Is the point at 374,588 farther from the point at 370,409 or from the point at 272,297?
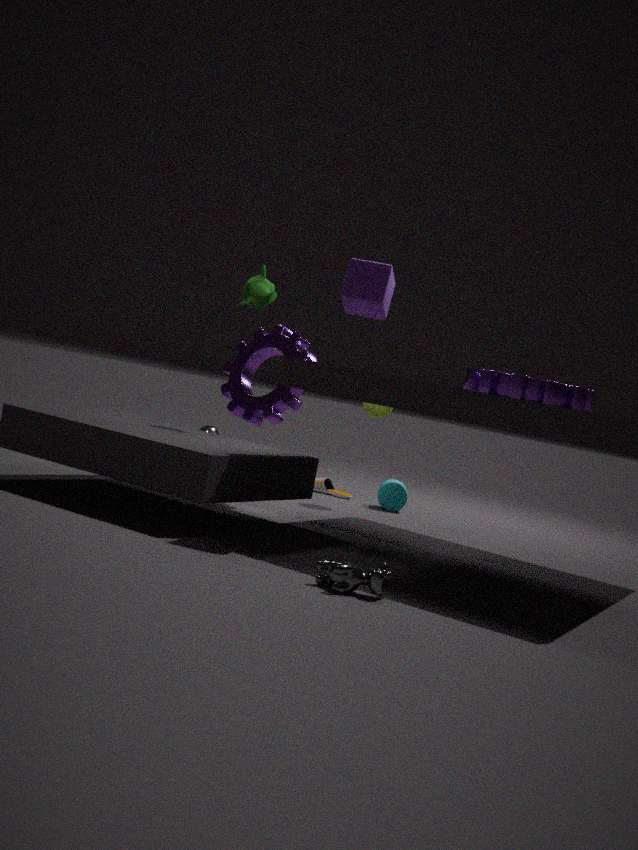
the point at 370,409
